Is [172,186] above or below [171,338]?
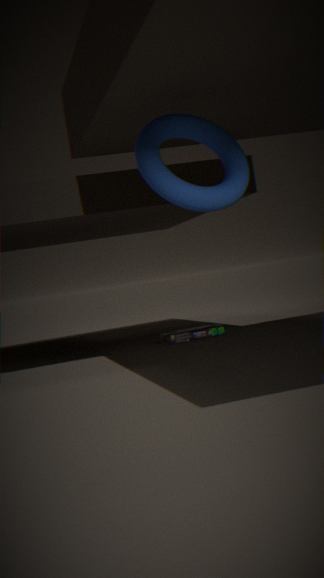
above
